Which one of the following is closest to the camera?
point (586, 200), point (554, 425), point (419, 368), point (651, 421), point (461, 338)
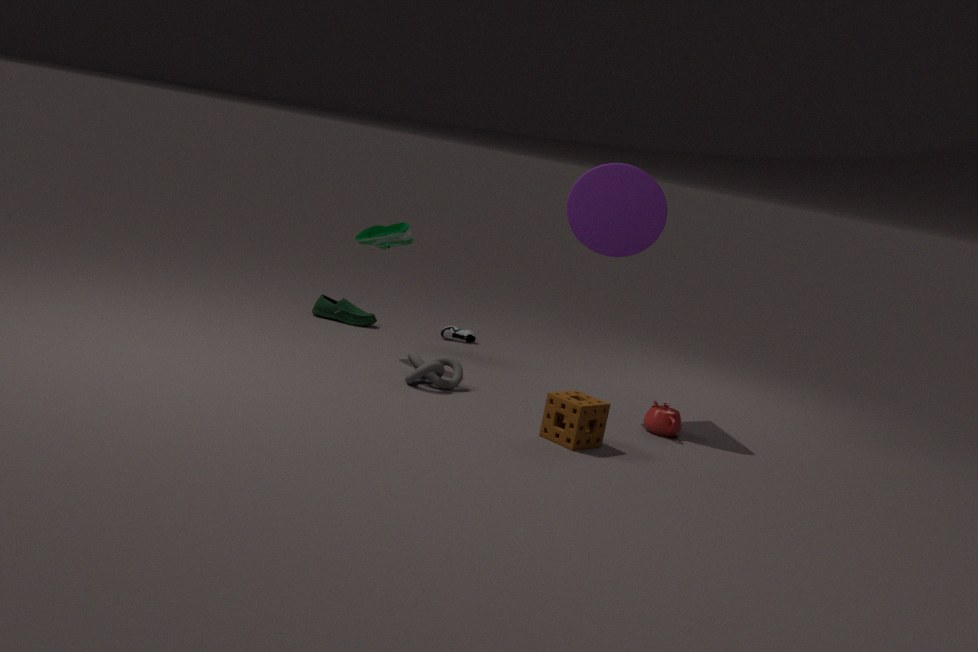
point (554, 425)
